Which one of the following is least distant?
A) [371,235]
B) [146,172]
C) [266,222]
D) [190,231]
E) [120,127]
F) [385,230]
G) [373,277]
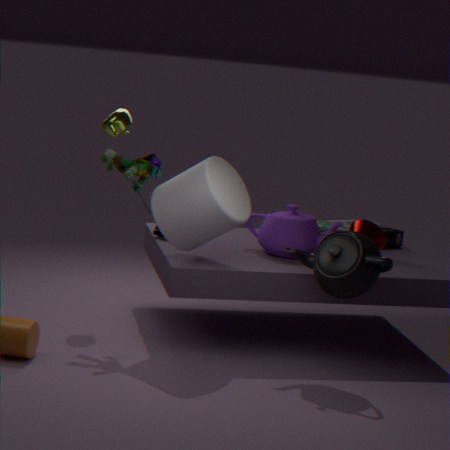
[373,277]
